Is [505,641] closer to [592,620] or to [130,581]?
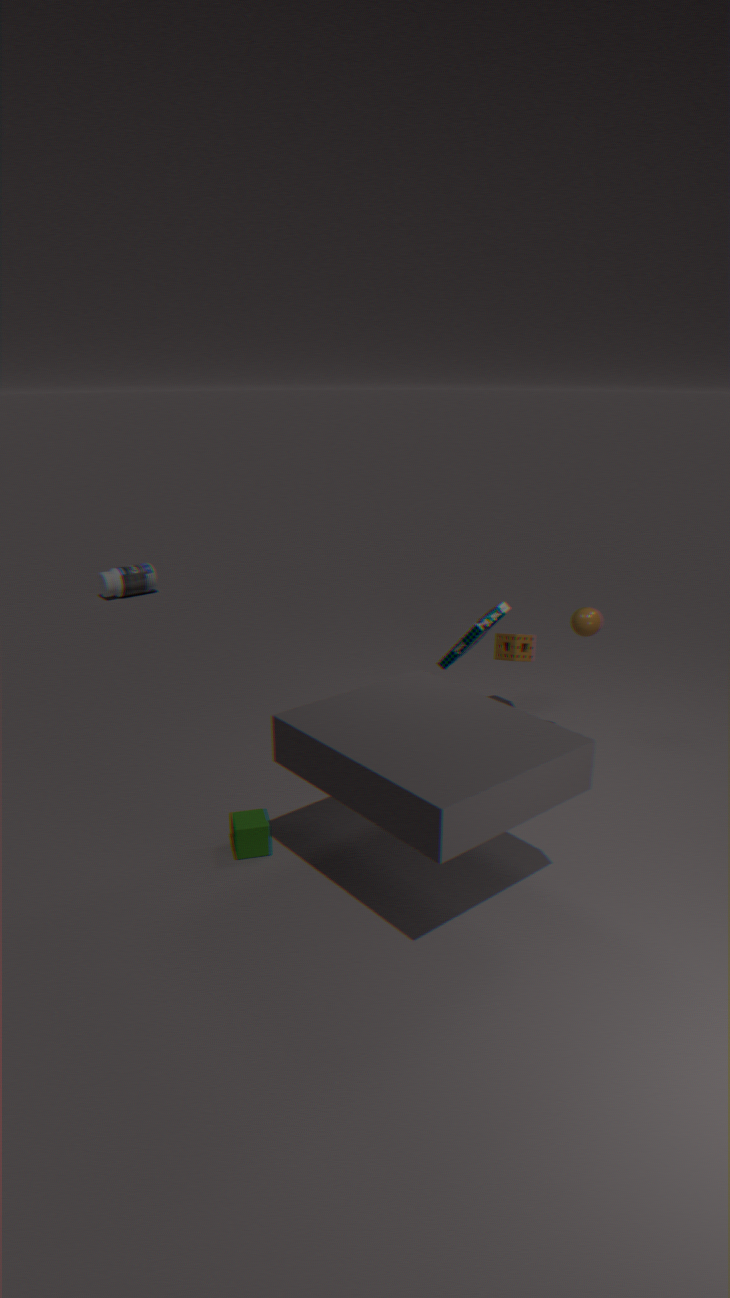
[592,620]
